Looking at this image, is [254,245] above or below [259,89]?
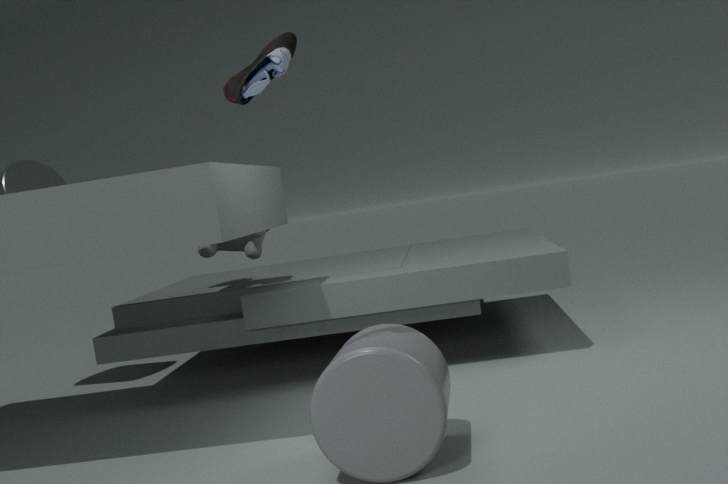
below
